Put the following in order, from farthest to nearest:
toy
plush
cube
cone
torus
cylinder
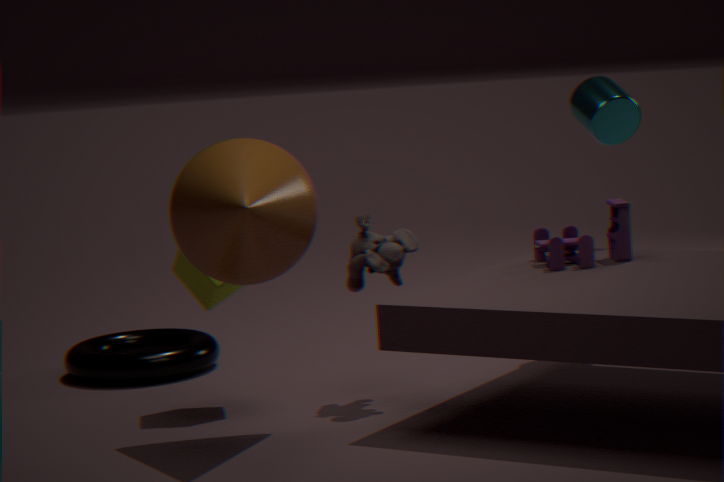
torus, cylinder, toy, cube, plush, cone
